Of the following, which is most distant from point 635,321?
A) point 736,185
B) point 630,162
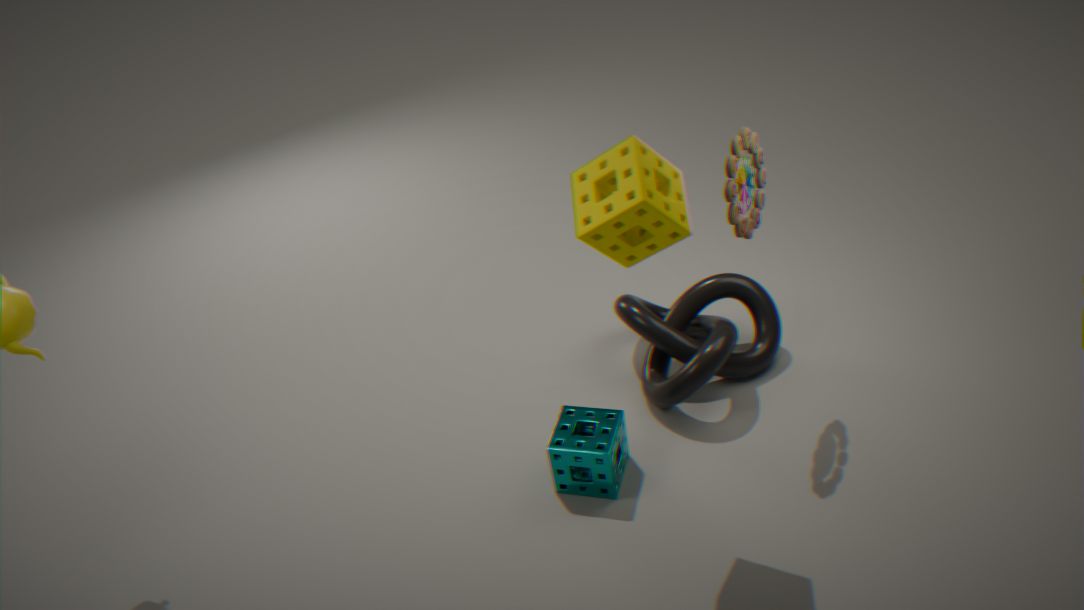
point 630,162
